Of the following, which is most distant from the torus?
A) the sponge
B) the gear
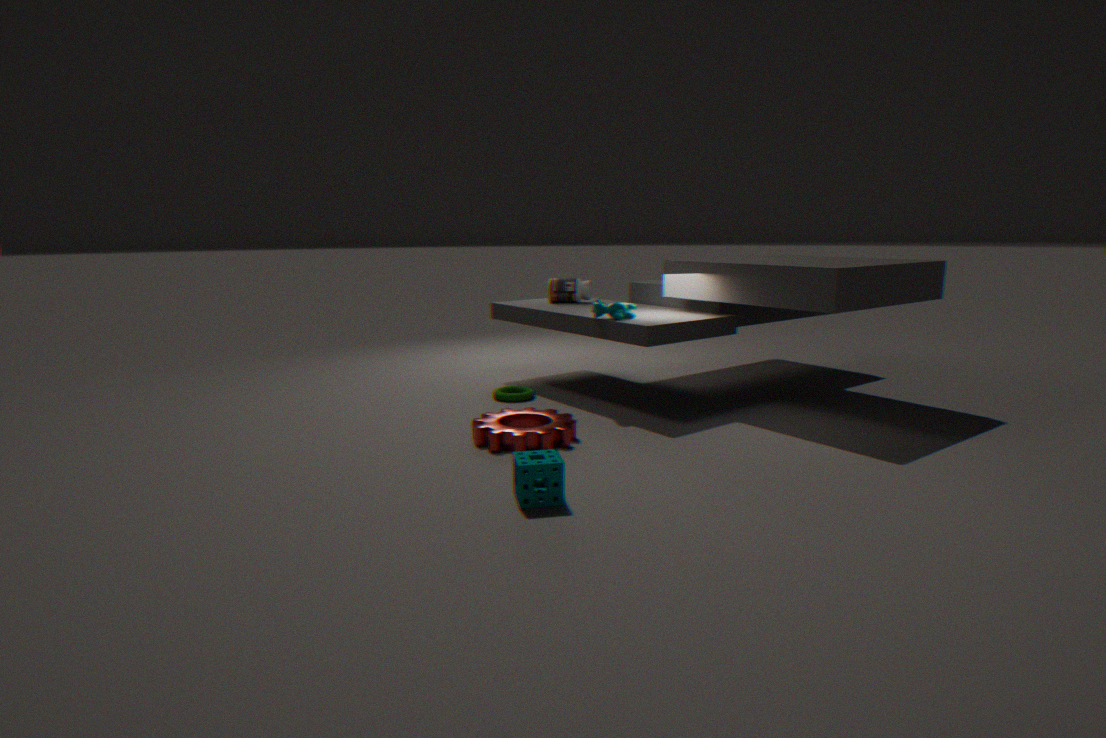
the sponge
